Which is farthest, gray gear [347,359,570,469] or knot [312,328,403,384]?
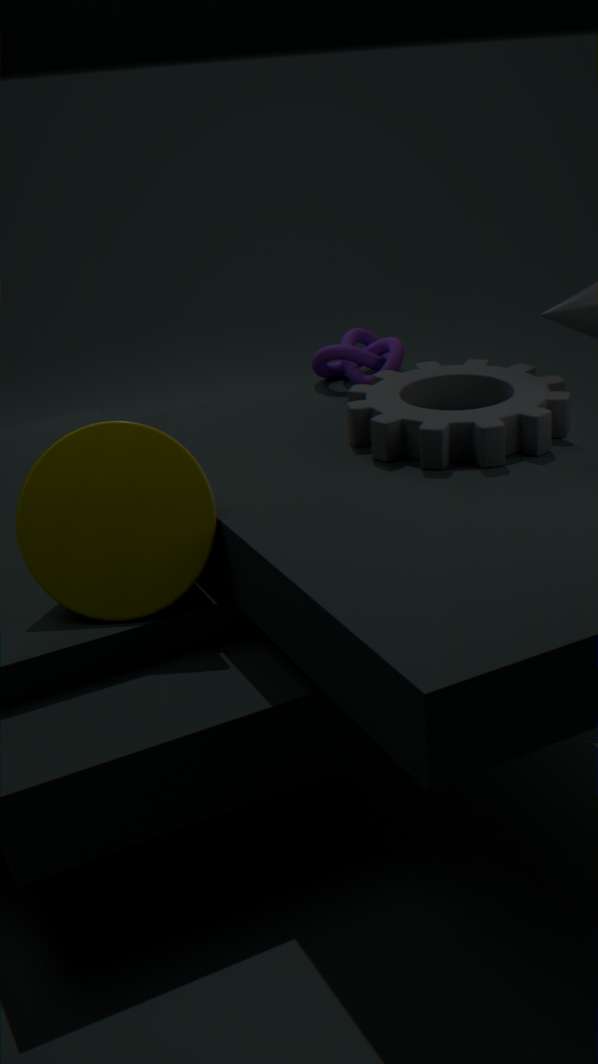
knot [312,328,403,384]
